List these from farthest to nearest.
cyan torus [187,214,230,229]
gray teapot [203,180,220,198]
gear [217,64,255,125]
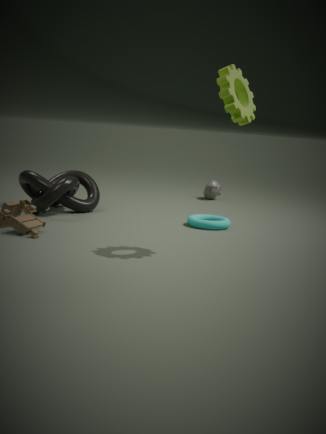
gray teapot [203,180,220,198] < cyan torus [187,214,230,229] < gear [217,64,255,125]
